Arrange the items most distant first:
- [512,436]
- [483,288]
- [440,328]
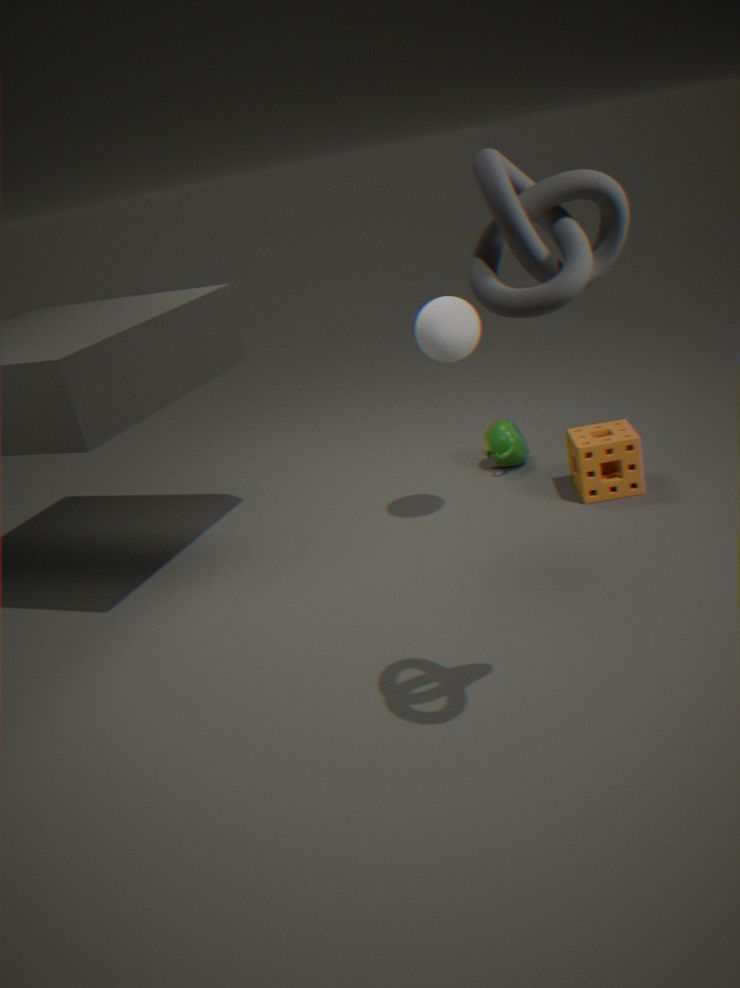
1. [512,436]
2. [440,328]
3. [483,288]
